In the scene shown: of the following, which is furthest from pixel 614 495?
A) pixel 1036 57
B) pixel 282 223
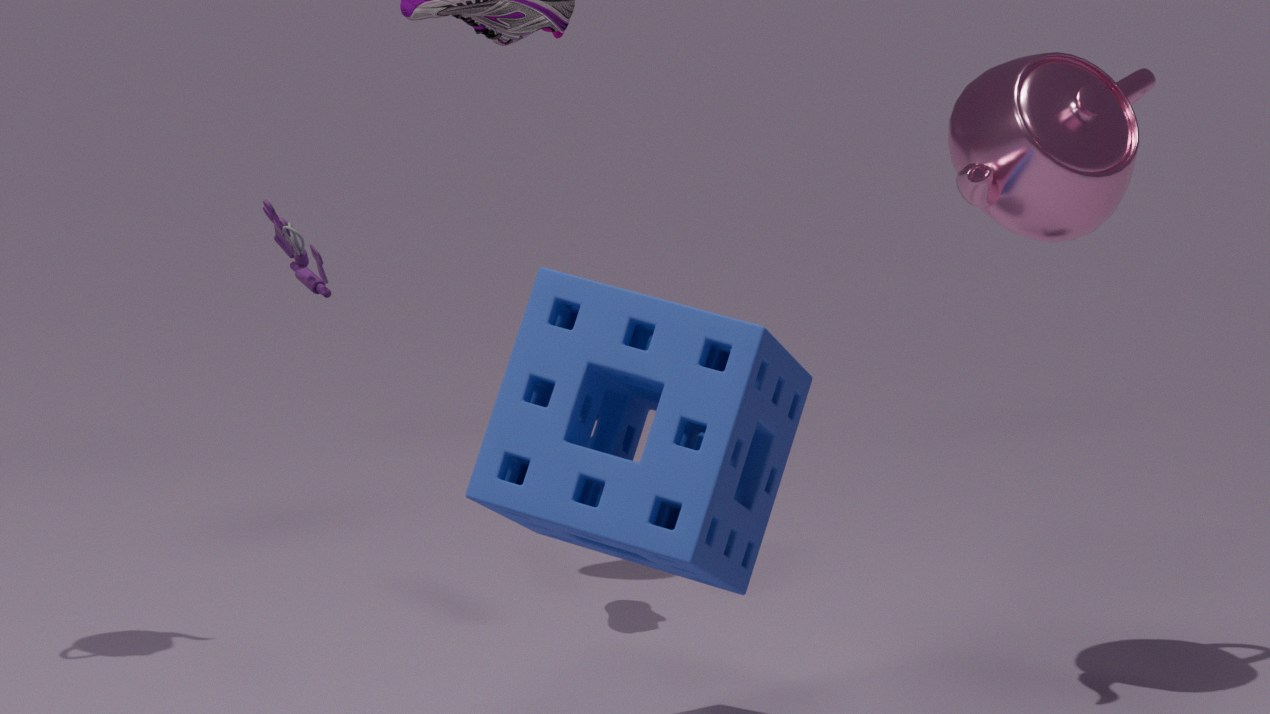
pixel 1036 57
